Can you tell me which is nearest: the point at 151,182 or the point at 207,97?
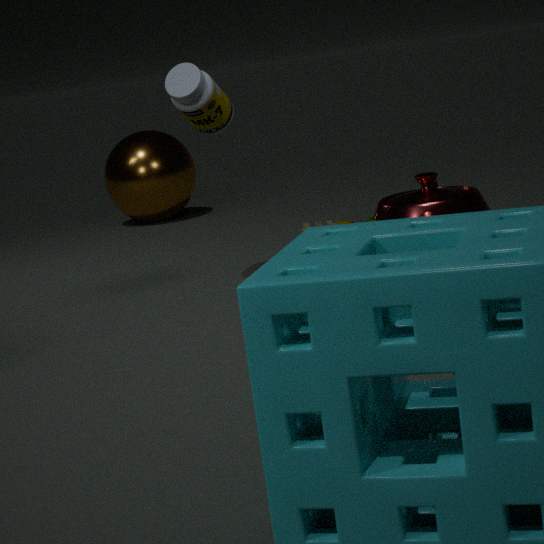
the point at 207,97
